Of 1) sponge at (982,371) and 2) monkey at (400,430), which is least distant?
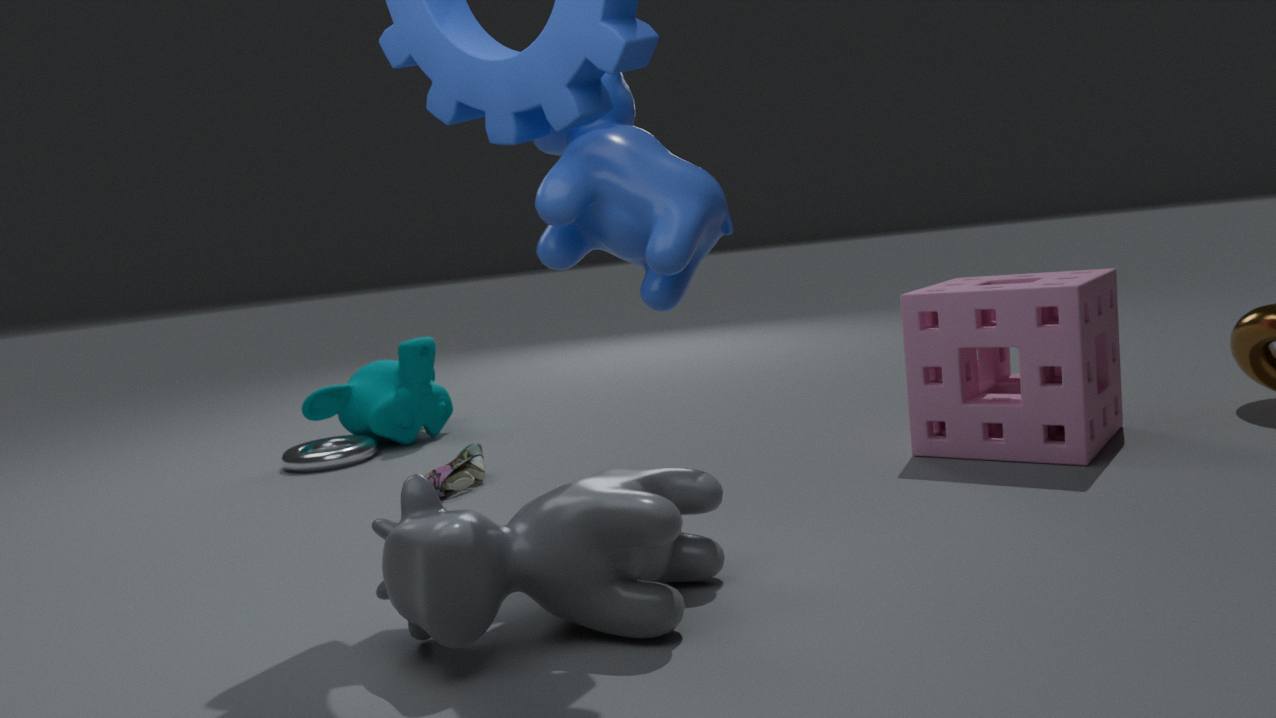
1. sponge at (982,371)
